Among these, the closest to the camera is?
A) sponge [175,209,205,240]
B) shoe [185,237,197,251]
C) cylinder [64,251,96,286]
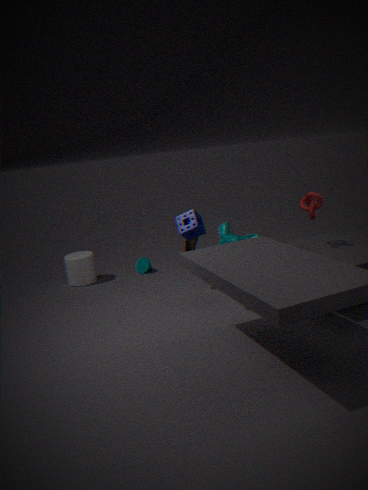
sponge [175,209,205,240]
